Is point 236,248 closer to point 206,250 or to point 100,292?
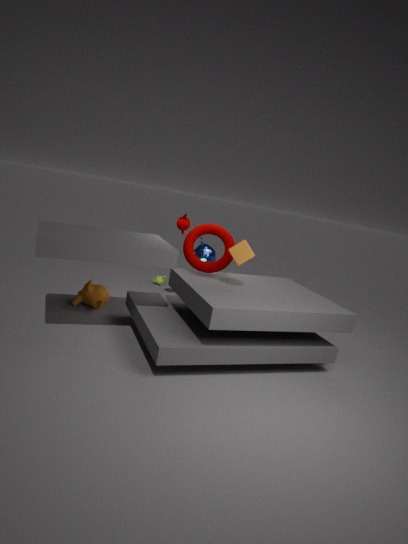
point 206,250
